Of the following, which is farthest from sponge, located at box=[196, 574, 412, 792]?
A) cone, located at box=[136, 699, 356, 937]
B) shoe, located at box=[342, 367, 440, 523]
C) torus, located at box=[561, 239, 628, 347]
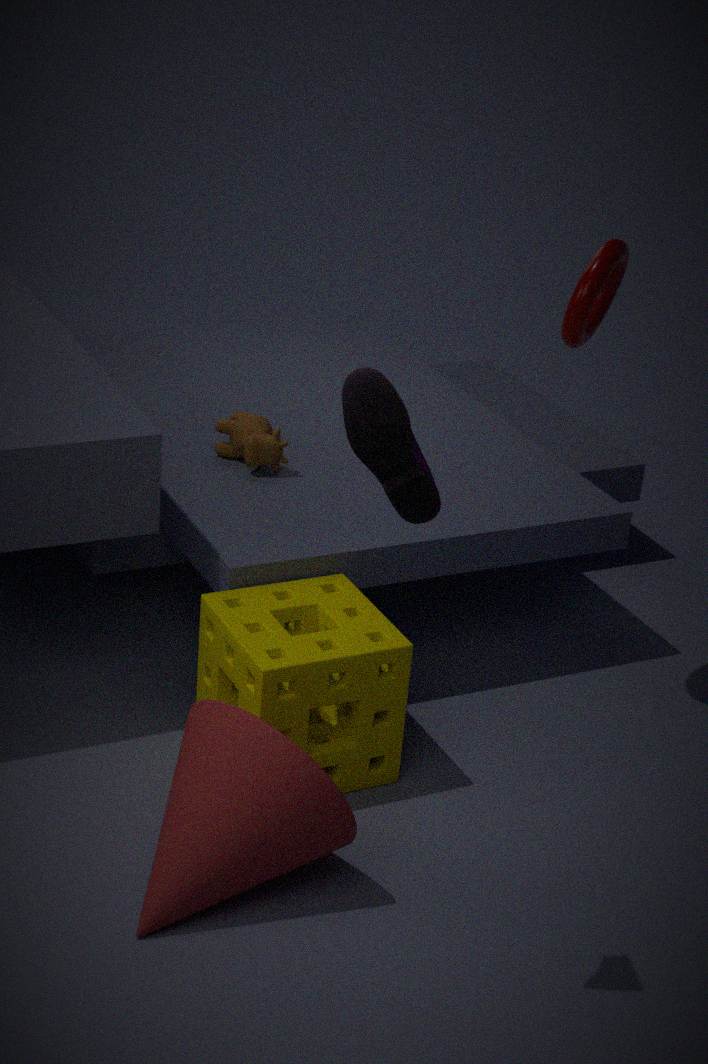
shoe, located at box=[342, 367, 440, 523]
